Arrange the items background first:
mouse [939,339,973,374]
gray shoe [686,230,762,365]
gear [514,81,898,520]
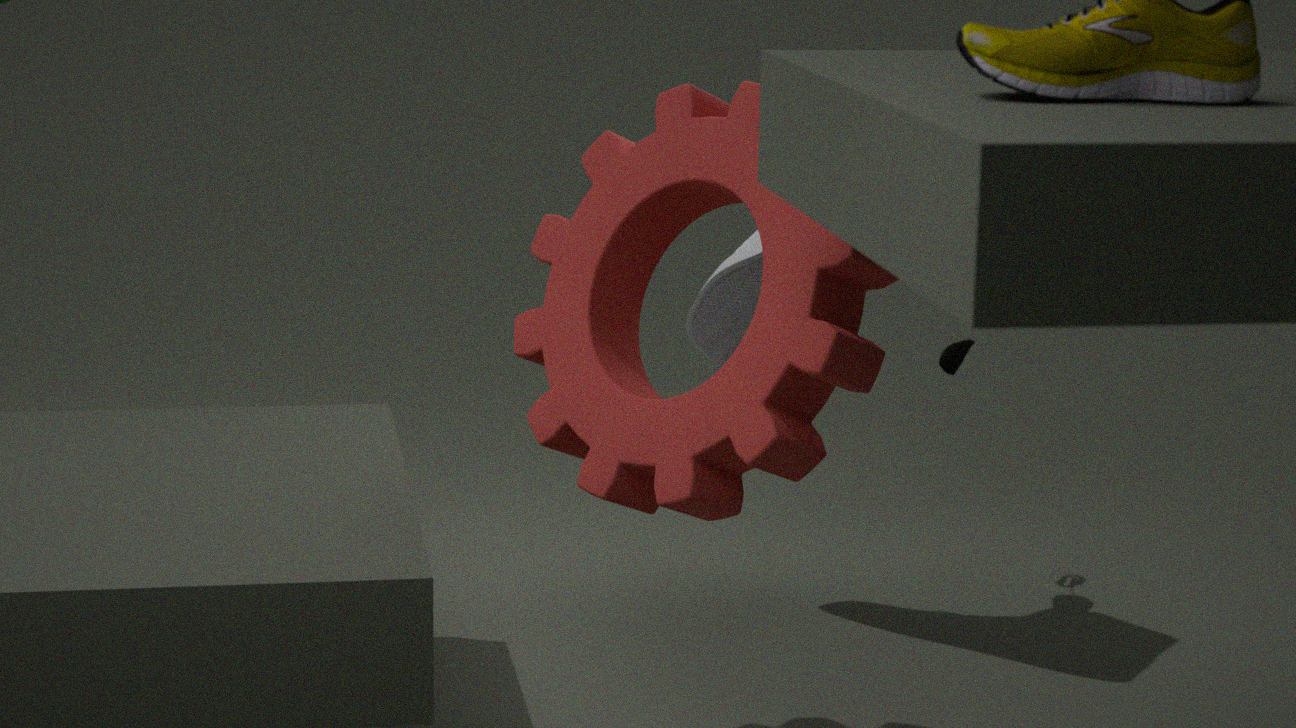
mouse [939,339,973,374], gray shoe [686,230,762,365], gear [514,81,898,520]
